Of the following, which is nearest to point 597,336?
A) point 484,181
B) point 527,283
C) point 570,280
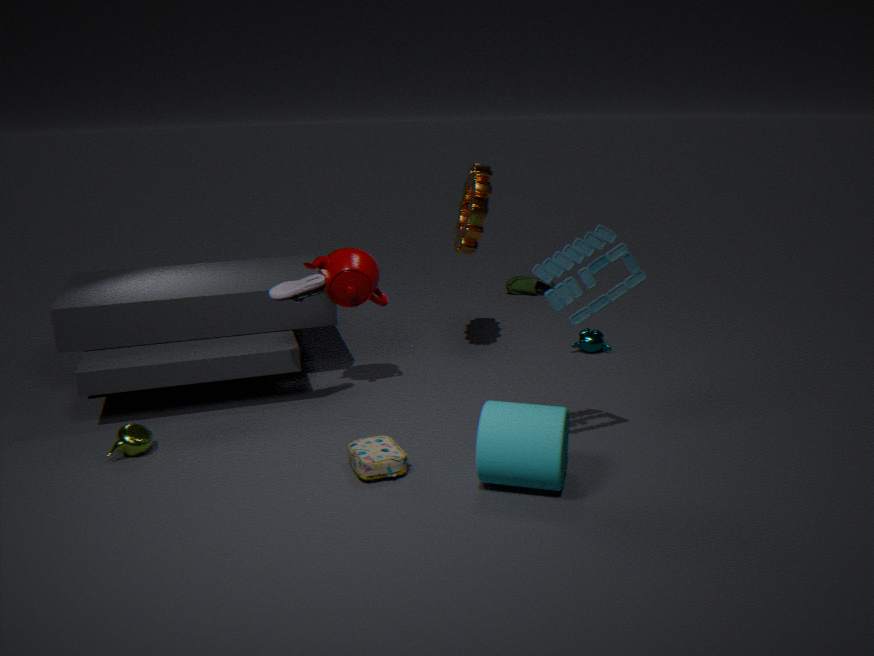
point 484,181
